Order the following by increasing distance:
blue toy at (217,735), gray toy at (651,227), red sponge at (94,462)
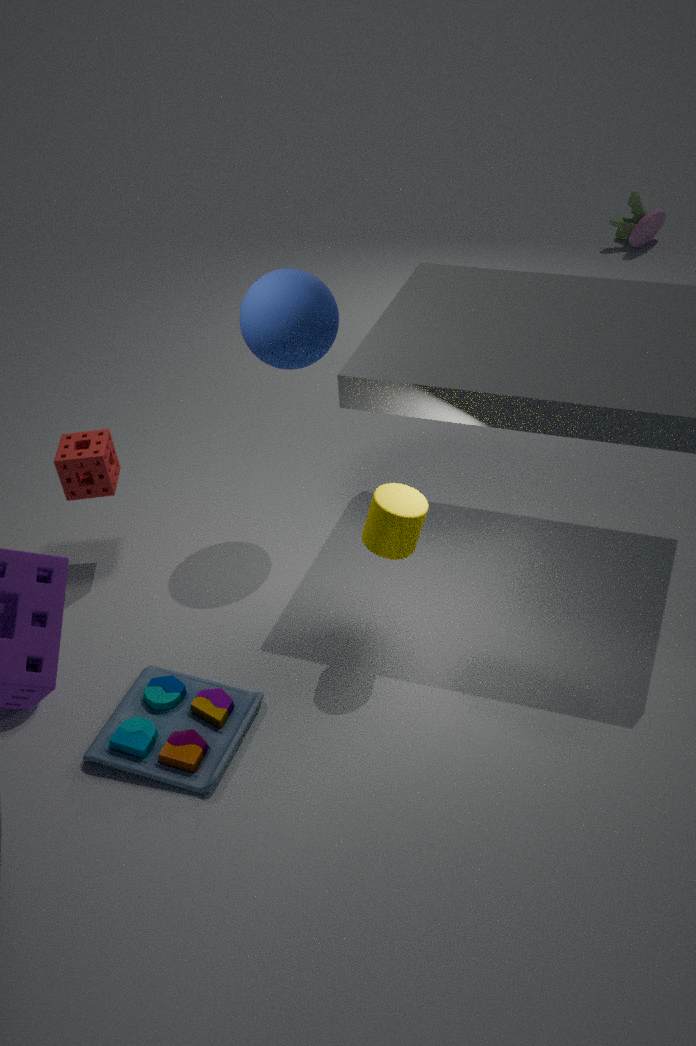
blue toy at (217,735)
red sponge at (94,462)
gray toy at (651,227)
